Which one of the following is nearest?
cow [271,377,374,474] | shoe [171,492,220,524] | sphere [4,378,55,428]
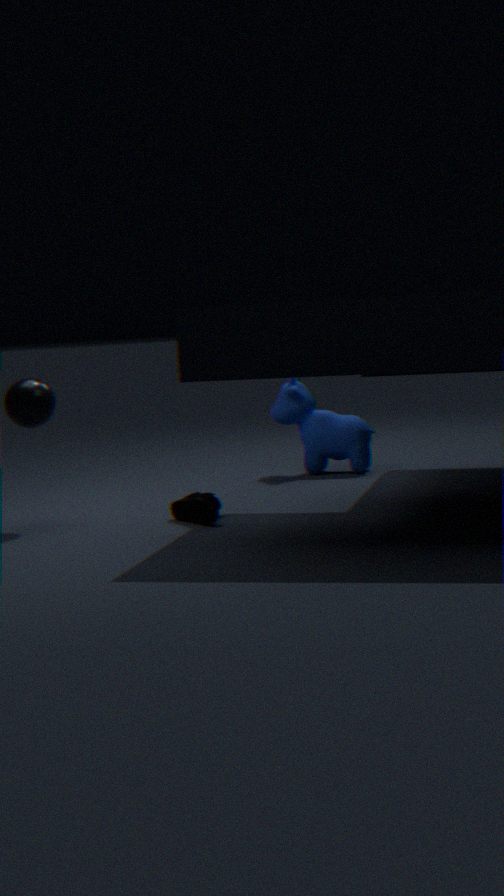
shoe [171,492,220,524]
